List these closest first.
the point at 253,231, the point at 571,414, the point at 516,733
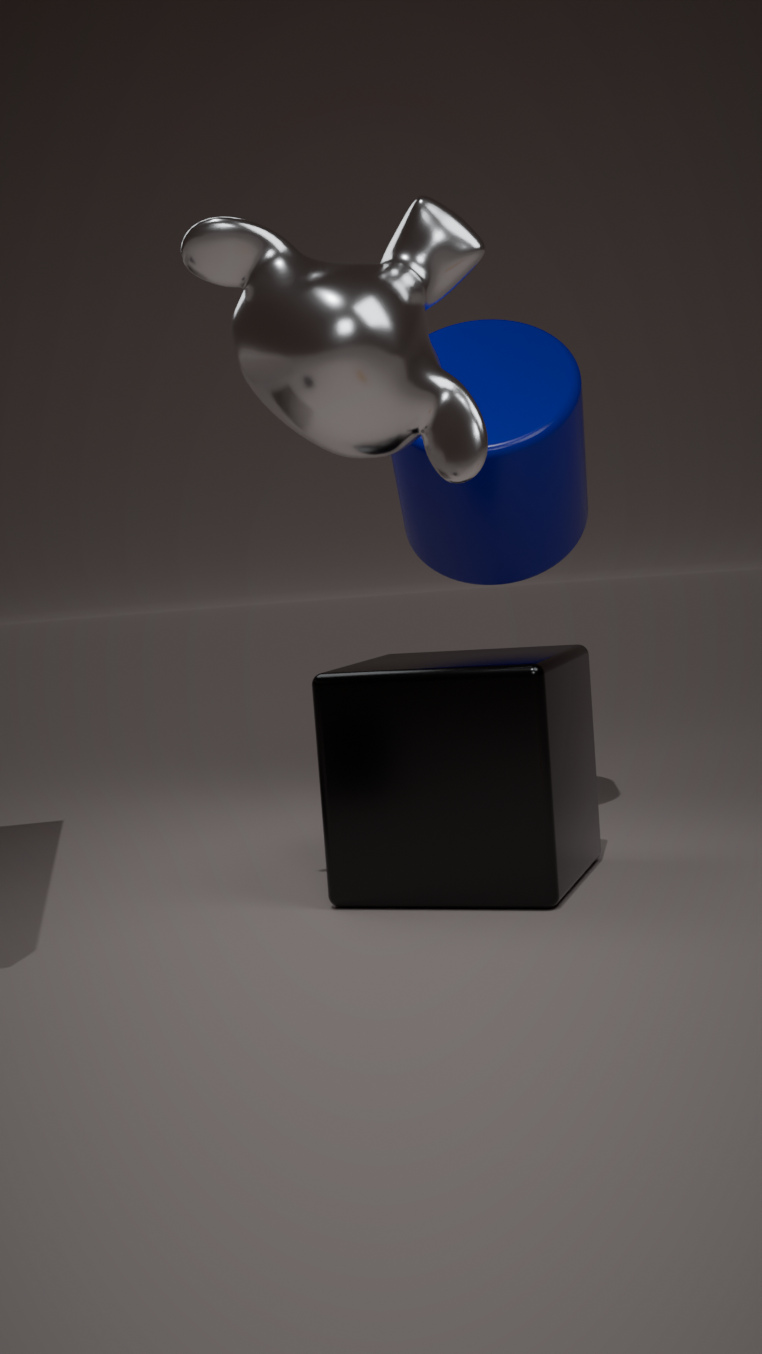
the point at 253,231 → the point at 516,733 → the point at 571,414
